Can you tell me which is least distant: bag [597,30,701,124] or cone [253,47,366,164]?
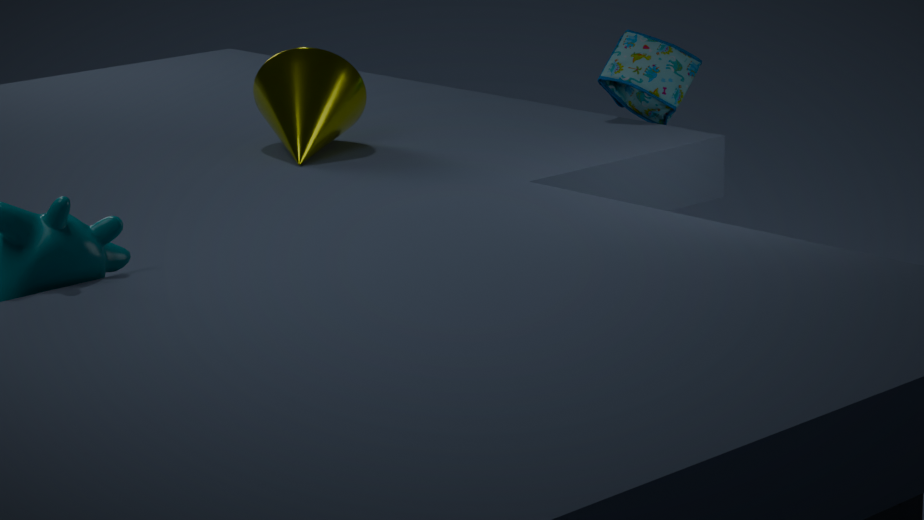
cone [253,47,366,164]
